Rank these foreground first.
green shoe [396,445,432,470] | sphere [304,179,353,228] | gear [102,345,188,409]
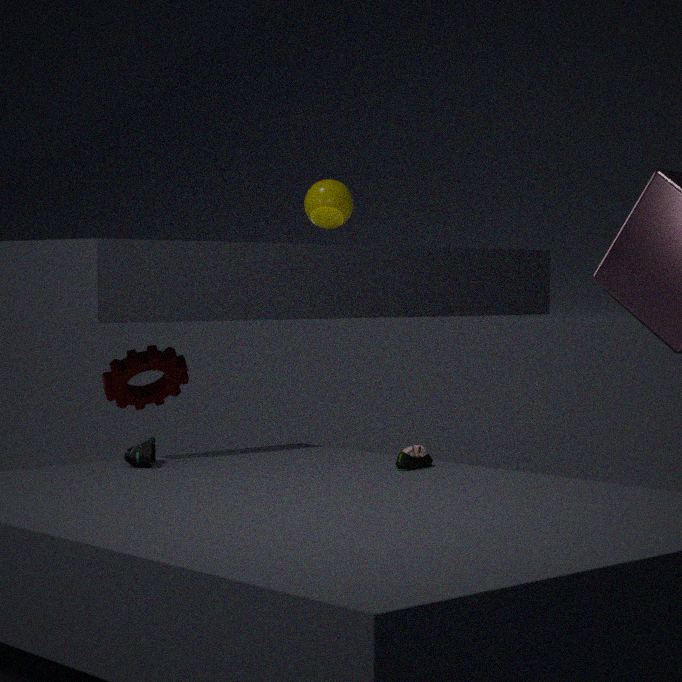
green shoe [396,445,432,470], gear [102,345,188,409], sphere [304,179,353,228]
